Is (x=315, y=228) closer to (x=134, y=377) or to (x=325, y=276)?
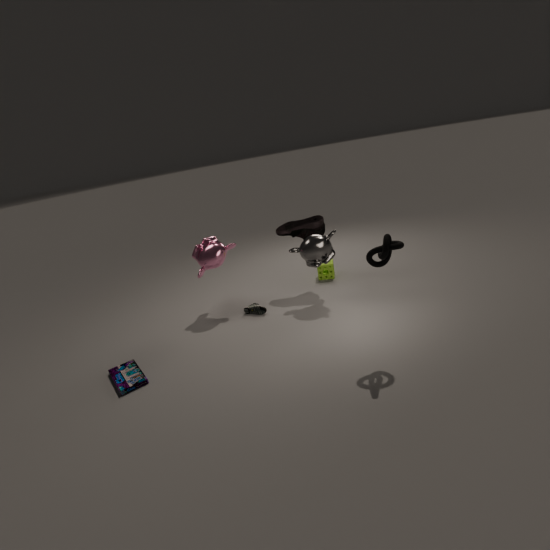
(x=325, y=276)
